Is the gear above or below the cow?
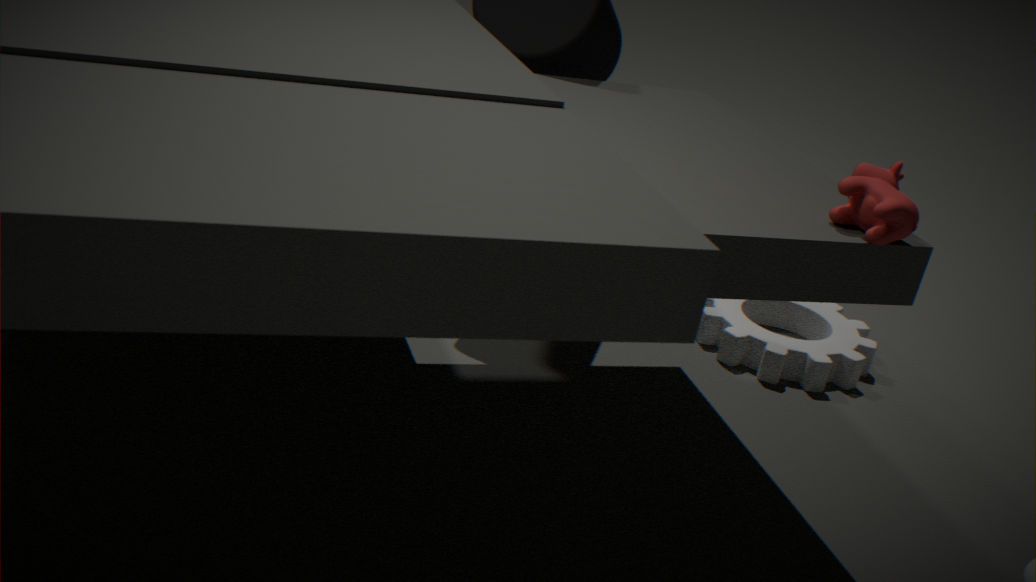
below
